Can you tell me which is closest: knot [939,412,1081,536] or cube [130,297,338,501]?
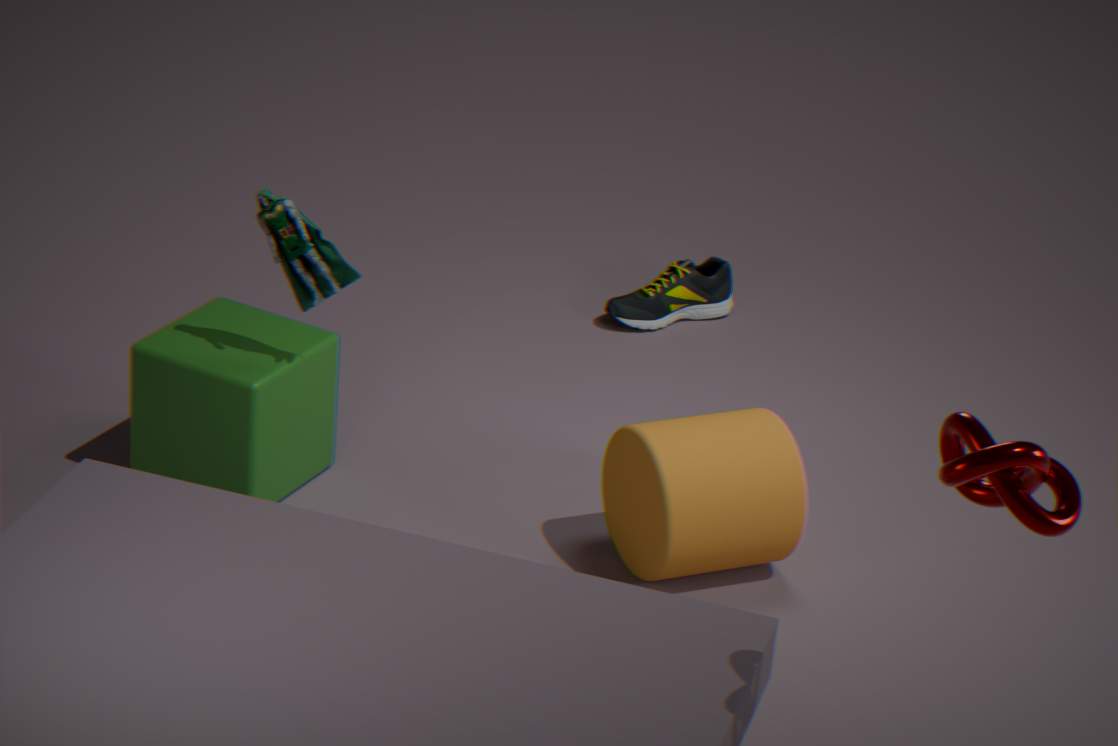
knot [939,412,1081,536]
